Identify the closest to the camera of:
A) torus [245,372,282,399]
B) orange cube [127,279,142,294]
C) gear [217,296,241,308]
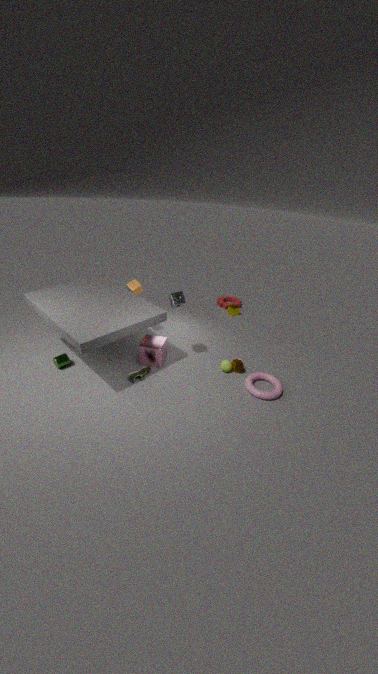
torus [245,372,282,399]
